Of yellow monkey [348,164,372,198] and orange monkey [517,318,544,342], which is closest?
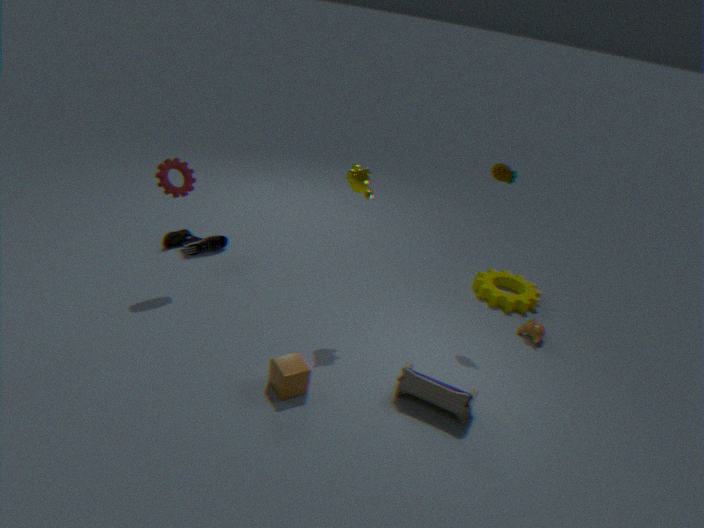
yellow monkey [348,164,372,198]
